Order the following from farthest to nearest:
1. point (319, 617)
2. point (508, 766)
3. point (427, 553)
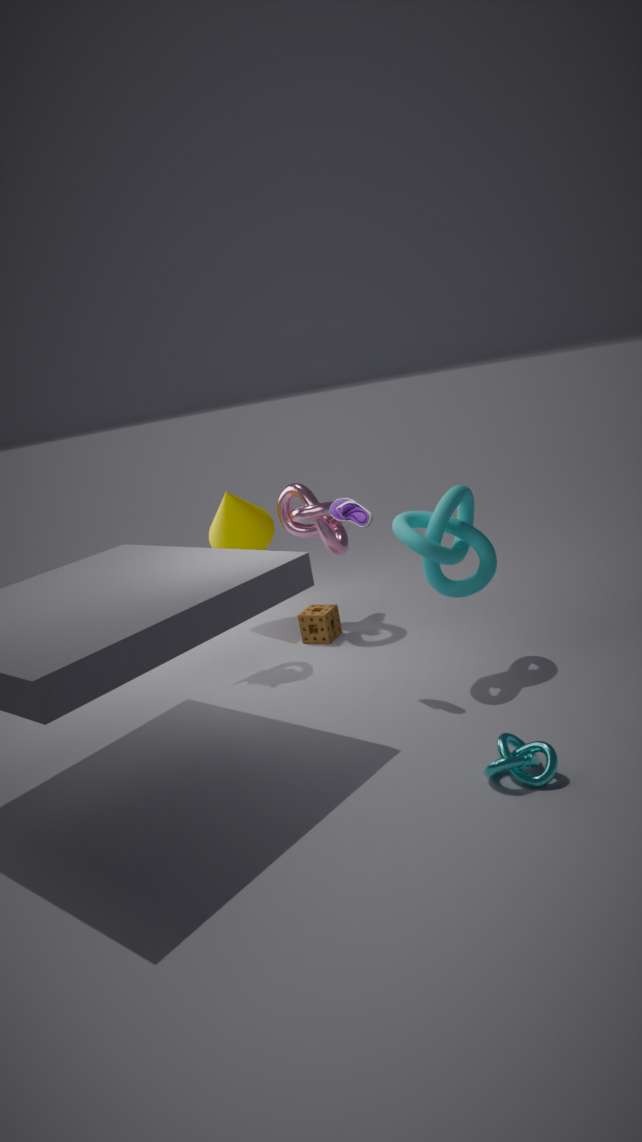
point (319, 617)
point (427, 553)
point (508, 766)
